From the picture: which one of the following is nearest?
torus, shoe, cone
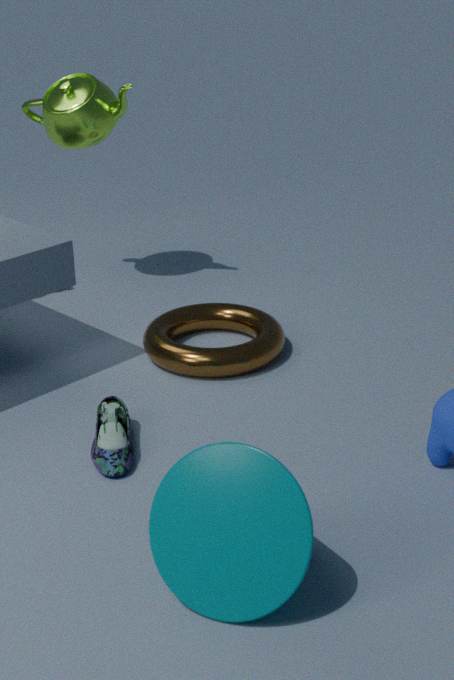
cone
